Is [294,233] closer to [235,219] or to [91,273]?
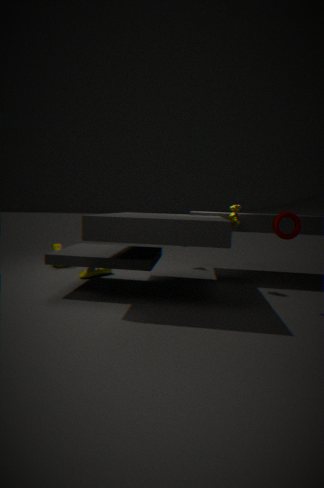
[235,219]
